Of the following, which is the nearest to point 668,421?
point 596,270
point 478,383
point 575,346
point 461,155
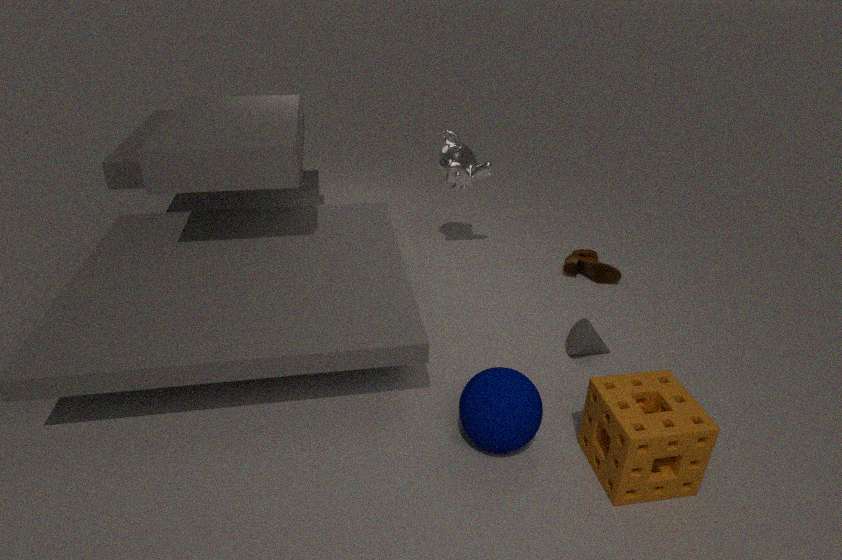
point 478,383
